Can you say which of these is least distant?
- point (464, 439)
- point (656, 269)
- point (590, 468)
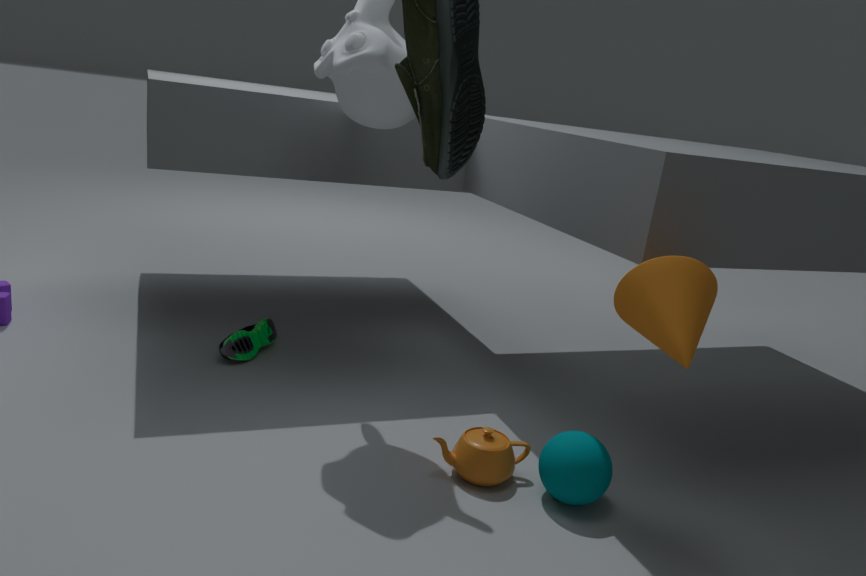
point (656, 269)
